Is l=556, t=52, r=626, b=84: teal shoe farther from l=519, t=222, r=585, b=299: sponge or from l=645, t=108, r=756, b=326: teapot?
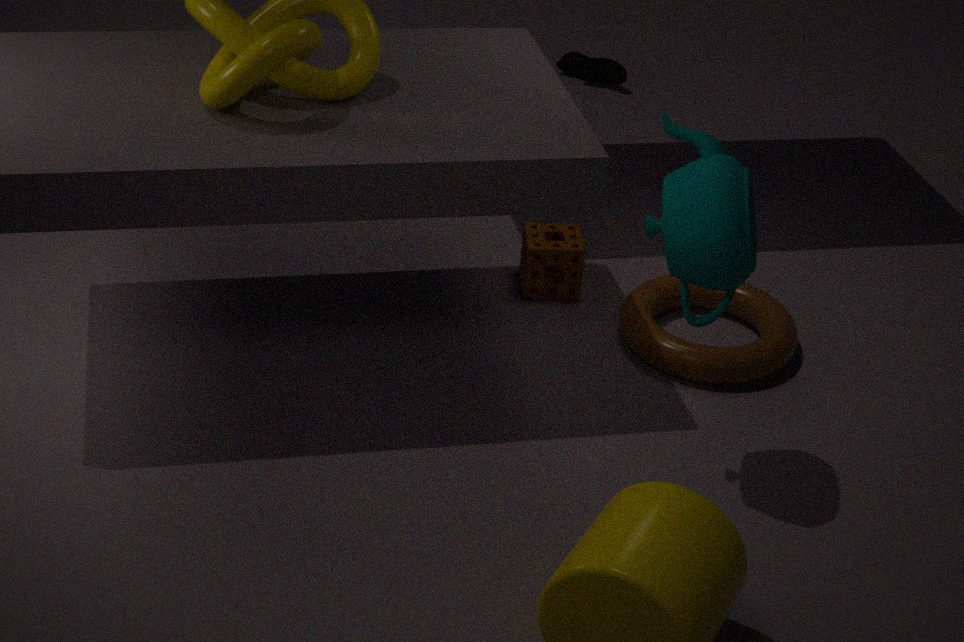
l=645, t=108, r=756, b=326: teapot
